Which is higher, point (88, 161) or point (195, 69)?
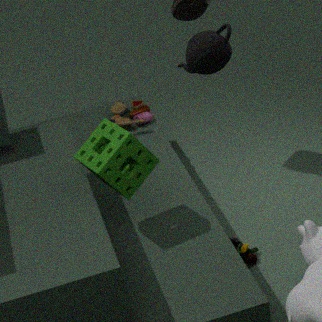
point (195, 69)
